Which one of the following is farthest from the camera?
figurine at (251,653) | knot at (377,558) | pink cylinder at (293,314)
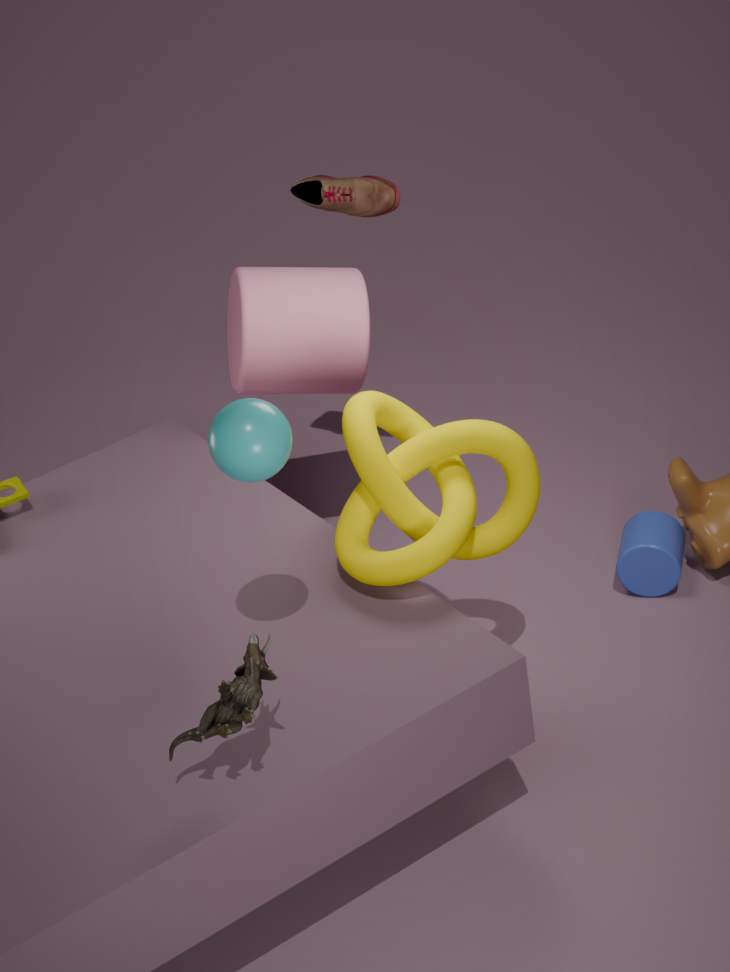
pink cylinder at (293,314)
